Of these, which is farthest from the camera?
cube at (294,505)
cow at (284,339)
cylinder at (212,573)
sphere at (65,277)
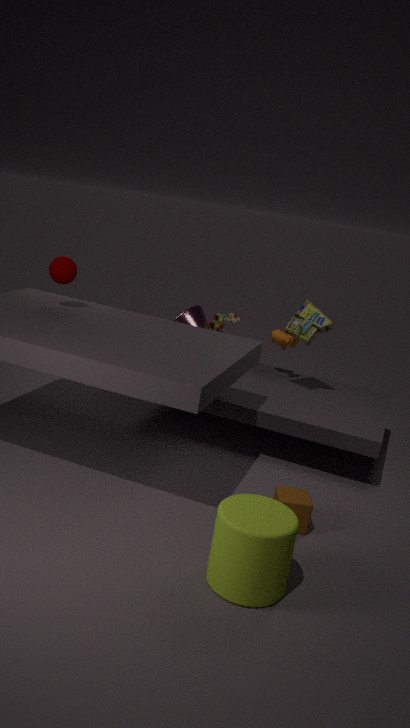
cow at (284,339)
